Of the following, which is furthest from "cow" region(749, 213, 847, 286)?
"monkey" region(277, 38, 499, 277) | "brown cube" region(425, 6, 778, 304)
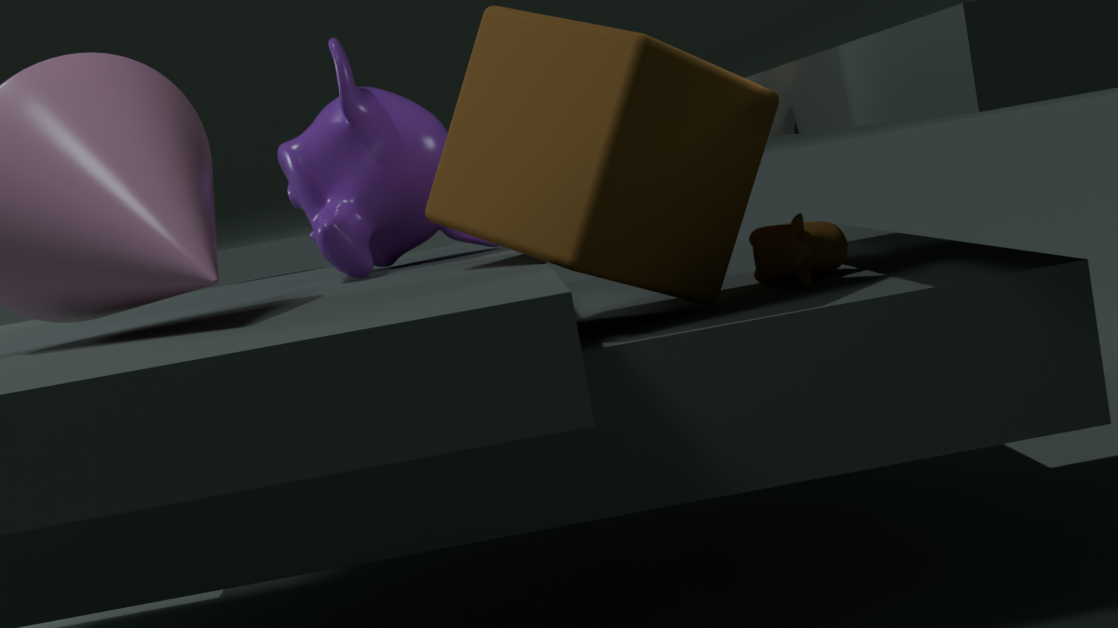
"monkey" region(277, 38, 499, 277)
